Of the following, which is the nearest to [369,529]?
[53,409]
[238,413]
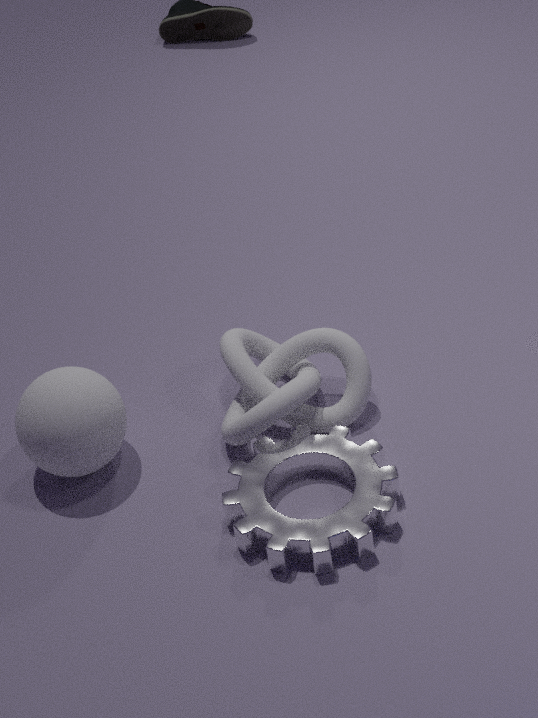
[238,413]
